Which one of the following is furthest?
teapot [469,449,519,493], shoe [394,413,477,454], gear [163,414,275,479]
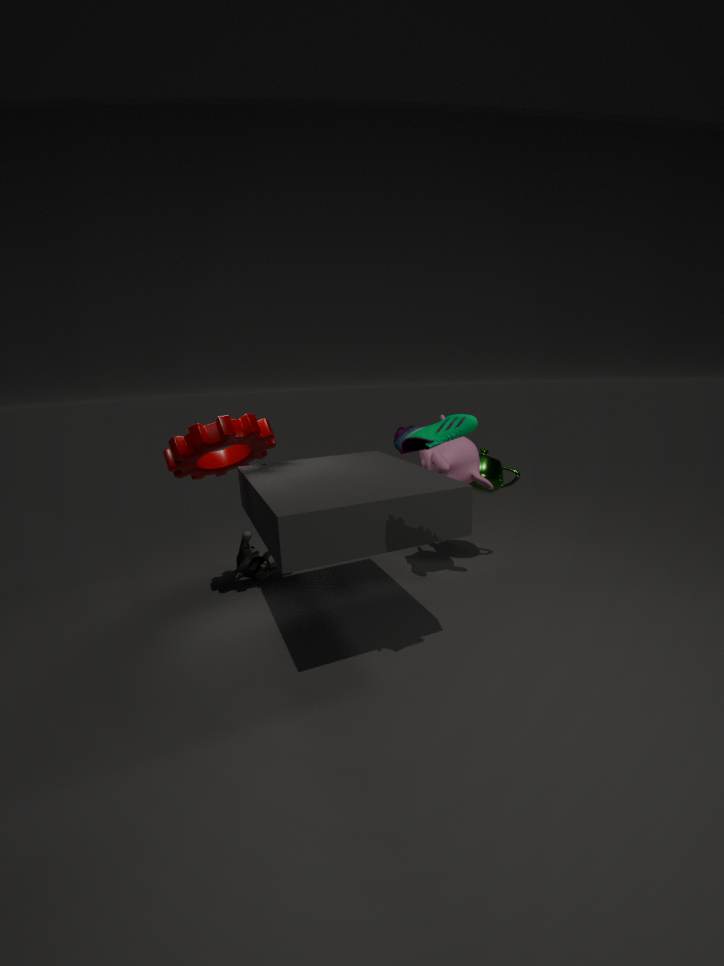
teapot [469,449,519,493]
